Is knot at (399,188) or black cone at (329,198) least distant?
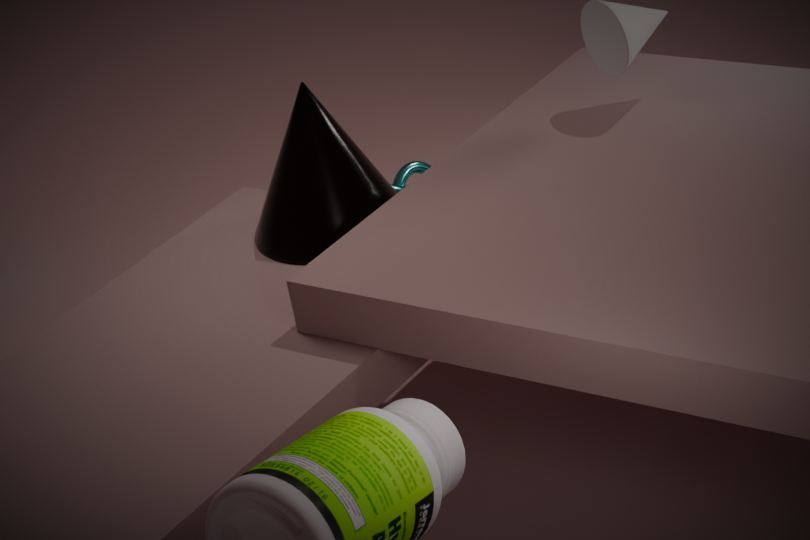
black cone at (329,198)
